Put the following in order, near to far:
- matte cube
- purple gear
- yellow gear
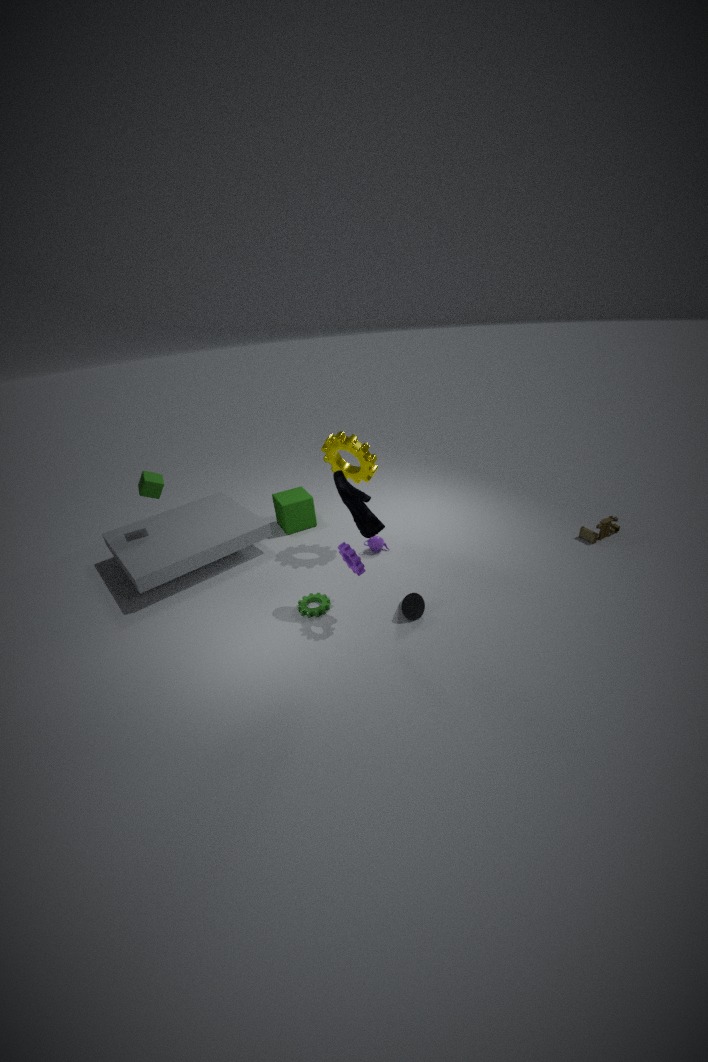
purple gear → yellow gear → matte cube
